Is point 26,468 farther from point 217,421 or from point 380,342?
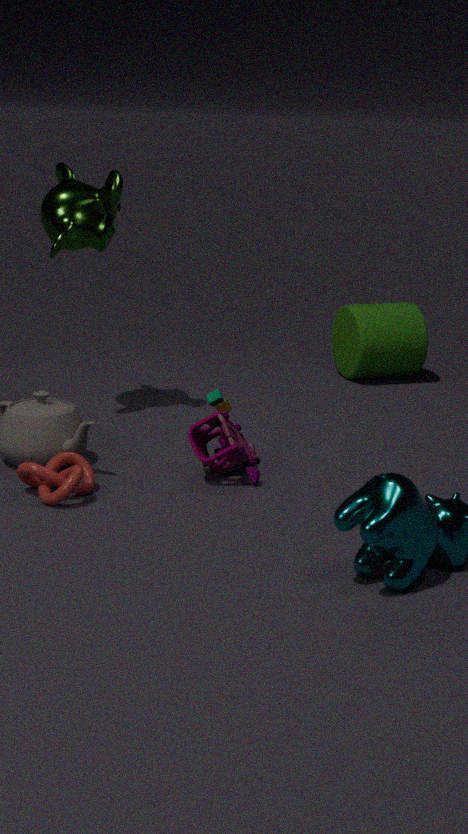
point 380,342
